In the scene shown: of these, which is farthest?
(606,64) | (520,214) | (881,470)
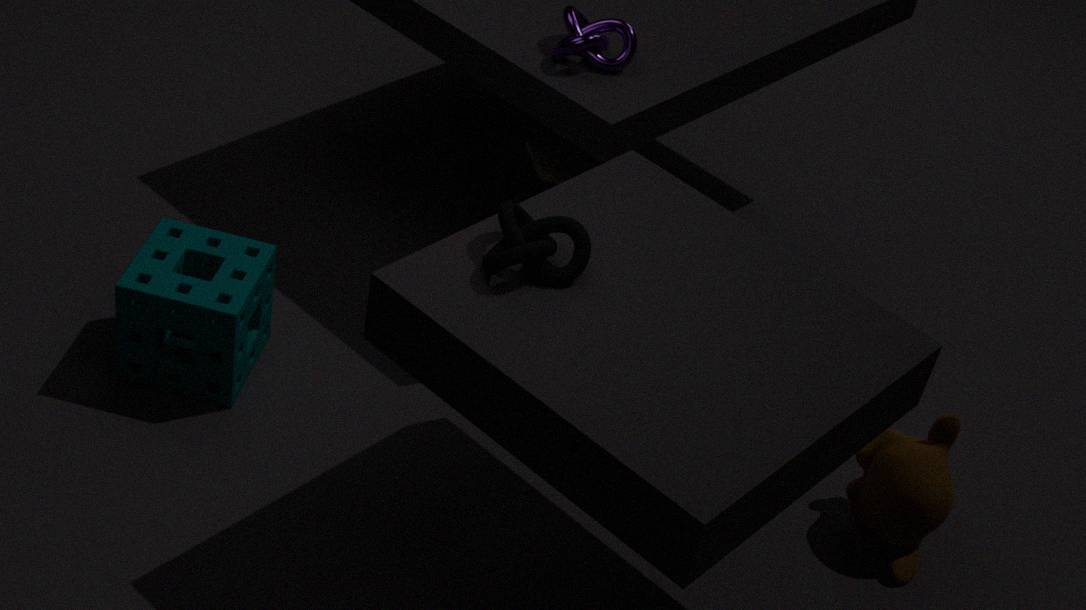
(606,64)
